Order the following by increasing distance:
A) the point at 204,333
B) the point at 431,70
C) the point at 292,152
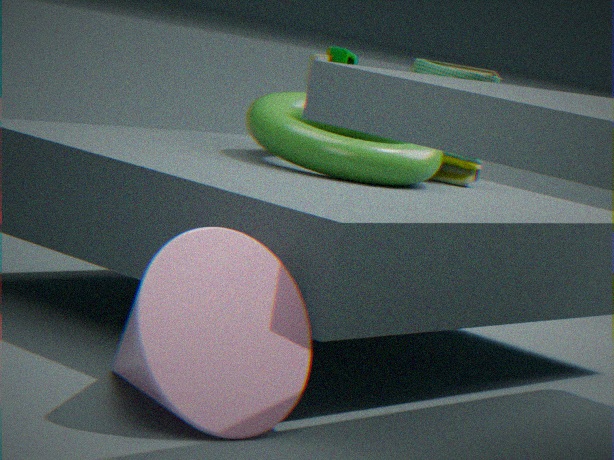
A. the point at 204,333 → C. the point at 292,152 → B. the point at 431,70
